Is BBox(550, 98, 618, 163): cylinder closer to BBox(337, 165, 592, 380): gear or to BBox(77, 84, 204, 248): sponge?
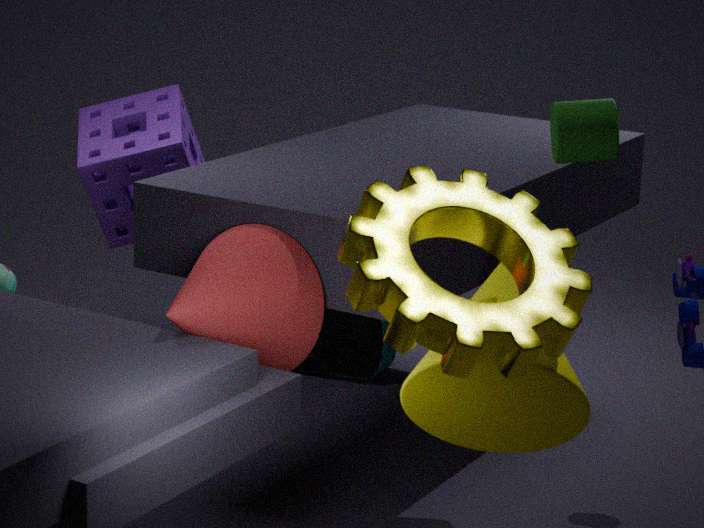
→ BBox(337, 165, 592, 380): gear
